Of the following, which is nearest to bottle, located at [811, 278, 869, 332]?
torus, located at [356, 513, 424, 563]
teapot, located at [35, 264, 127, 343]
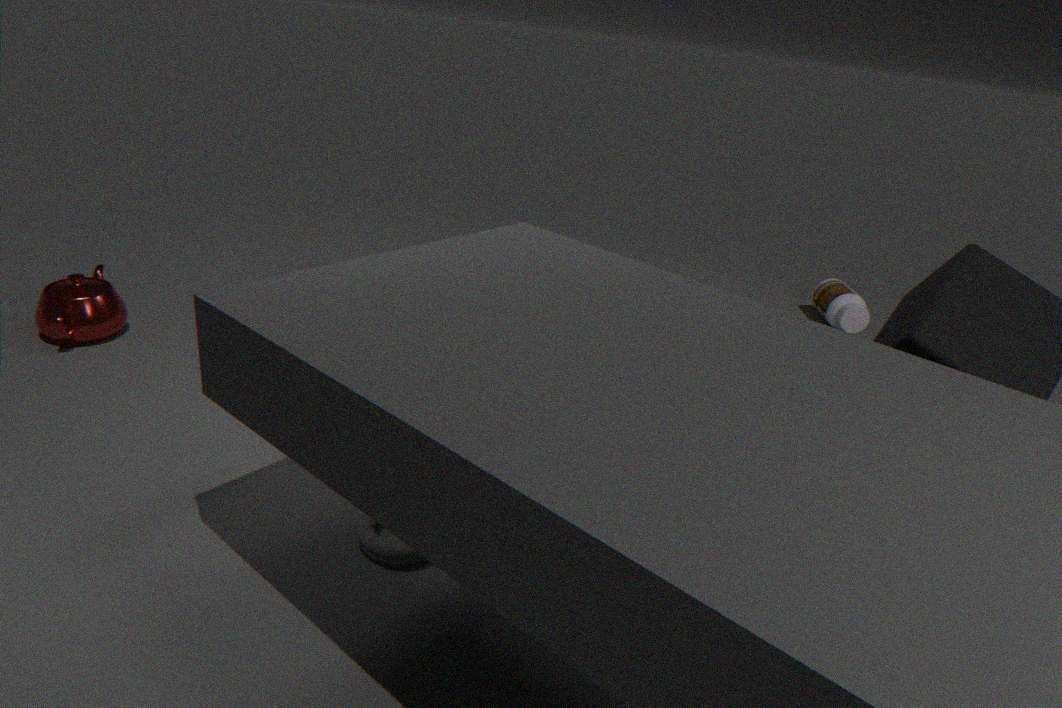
torus, located at [356, 513, 424, 563]
